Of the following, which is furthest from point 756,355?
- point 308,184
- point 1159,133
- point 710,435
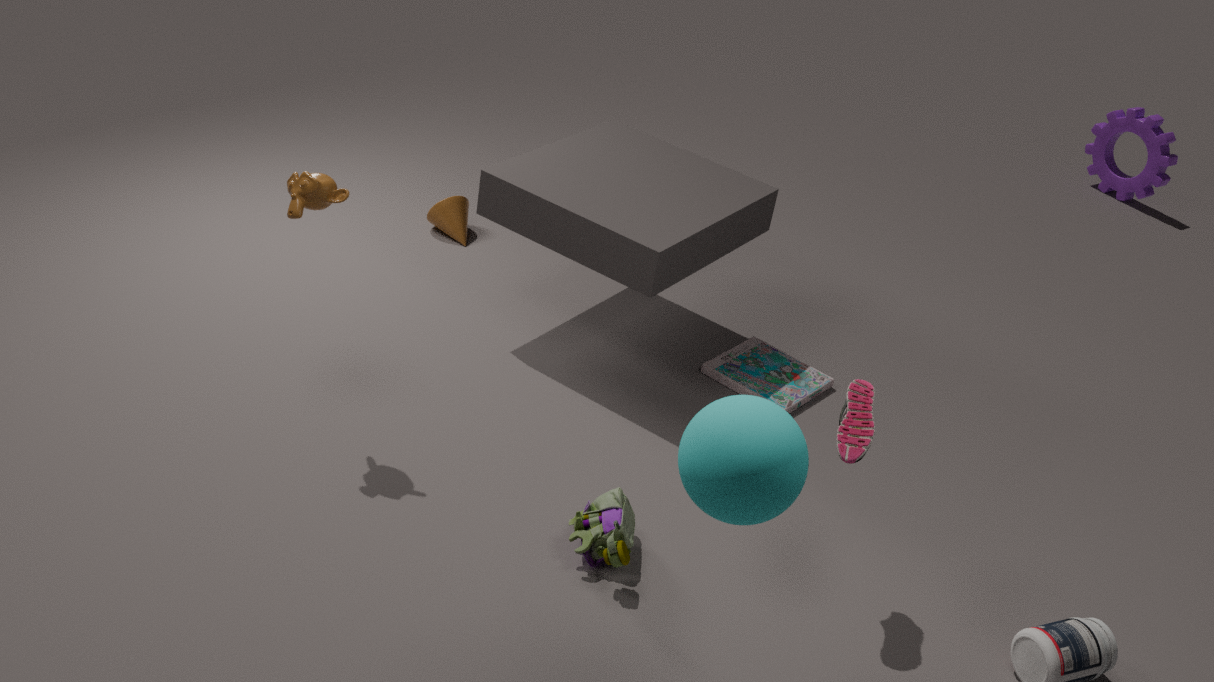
point 1159,133
